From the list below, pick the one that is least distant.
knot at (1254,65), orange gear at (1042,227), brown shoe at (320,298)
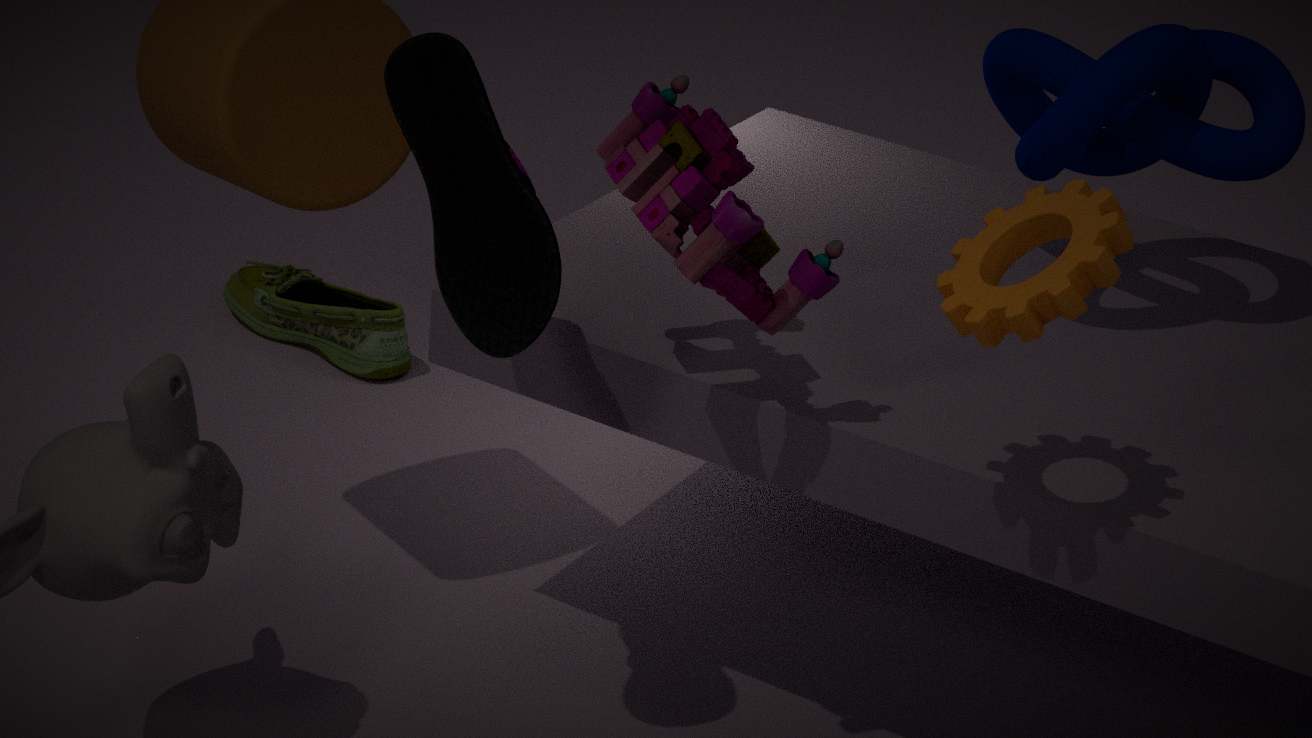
orange gear at (1042,227)
